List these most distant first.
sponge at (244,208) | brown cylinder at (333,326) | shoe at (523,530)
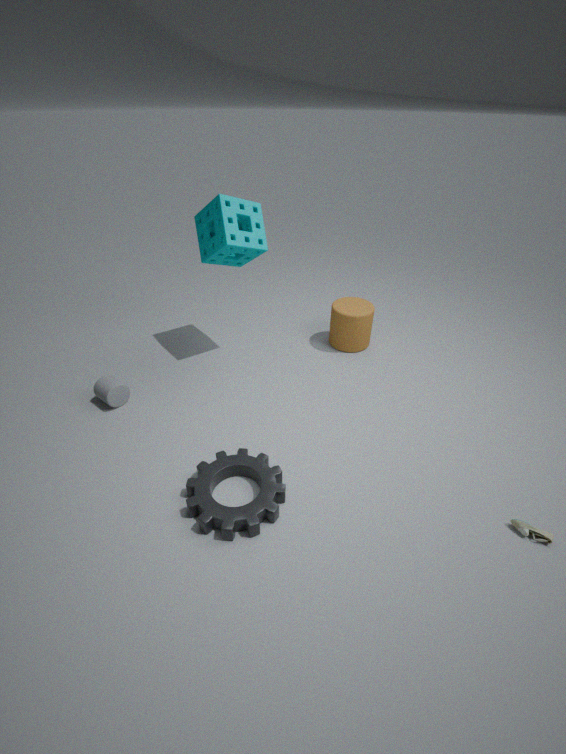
brown cylinder at (333,326) → sponge at (244,208) → shoe at (523,530)
